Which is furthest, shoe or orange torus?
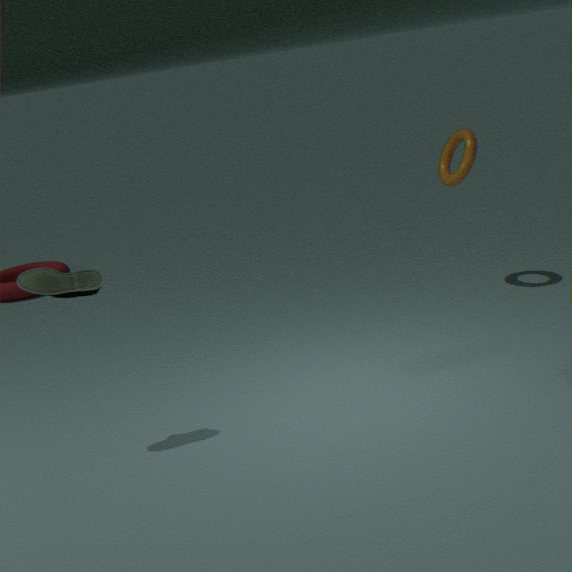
orange torus
